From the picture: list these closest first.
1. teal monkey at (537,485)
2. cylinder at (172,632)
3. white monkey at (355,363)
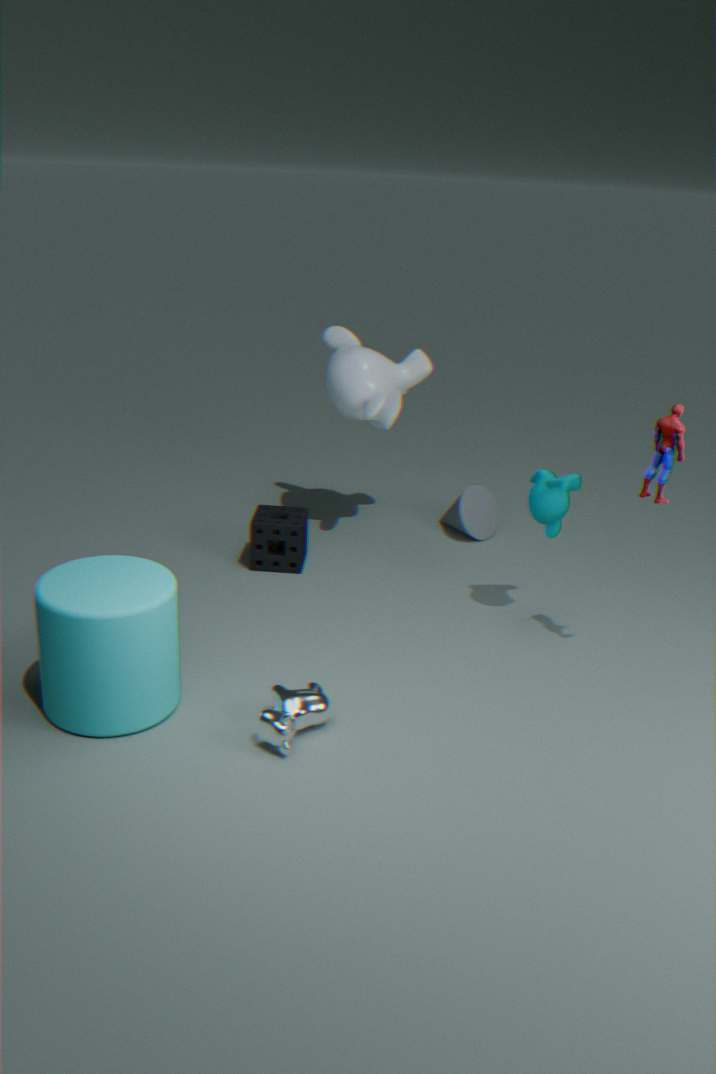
cylinder at (172,632), teal monkey at (537,485), white monkey at (355,363)
